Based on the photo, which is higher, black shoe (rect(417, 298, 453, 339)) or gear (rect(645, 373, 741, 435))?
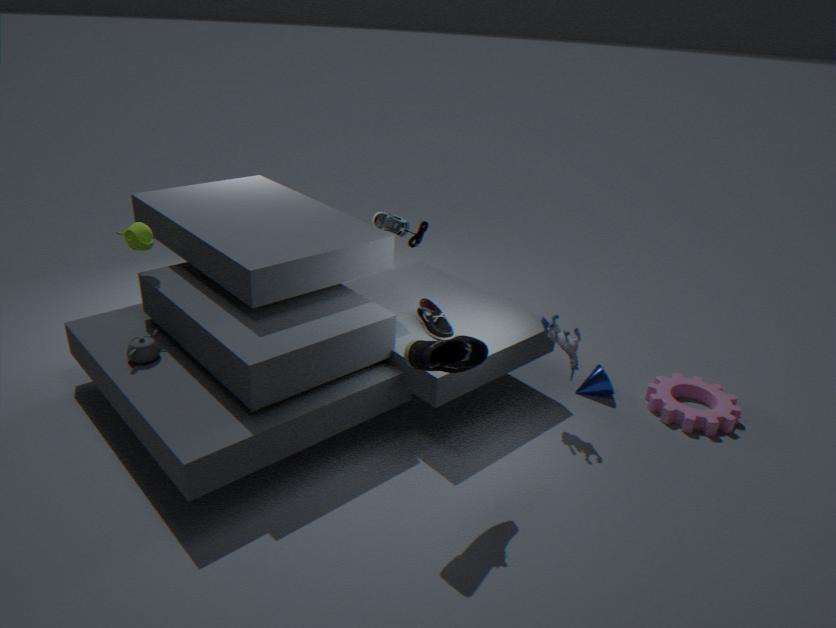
black shoe (rect(417, 298, 453, 339))
